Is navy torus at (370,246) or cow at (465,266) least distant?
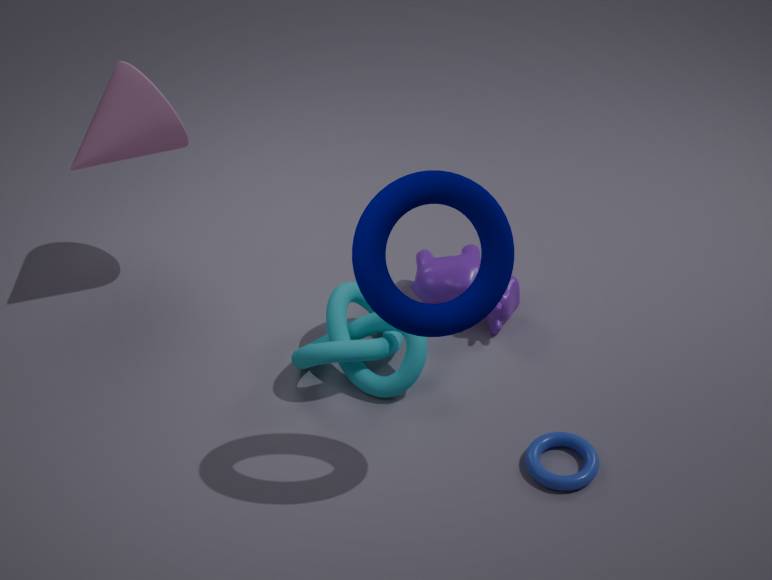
navy torus at (370,246)
